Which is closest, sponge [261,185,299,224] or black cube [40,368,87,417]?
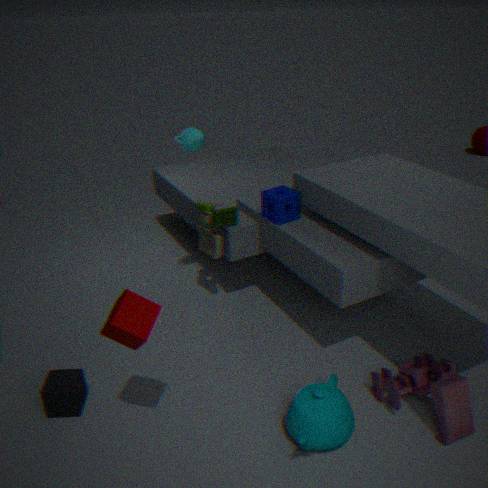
black cube [40,368,87,417]
